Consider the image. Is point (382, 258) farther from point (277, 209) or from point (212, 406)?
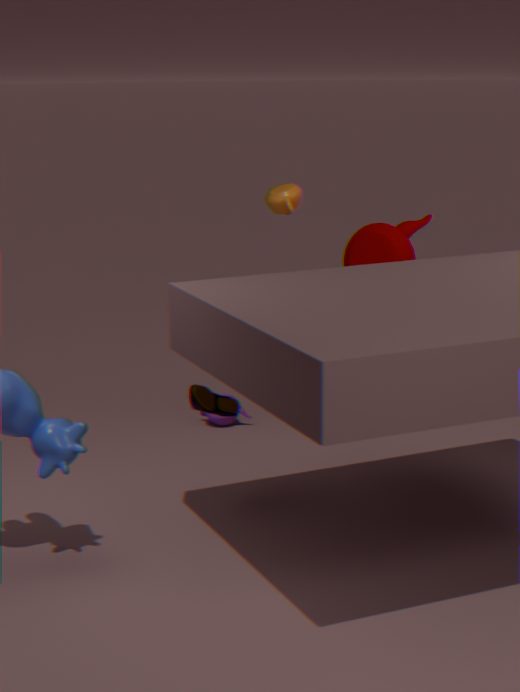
point (212, 406)
